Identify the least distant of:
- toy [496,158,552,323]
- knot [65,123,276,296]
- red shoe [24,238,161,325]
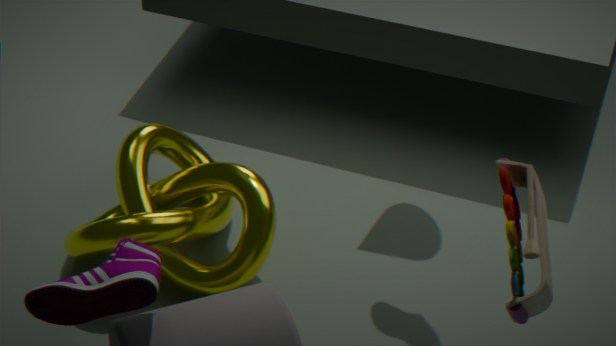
toy [496,158,552,323]
